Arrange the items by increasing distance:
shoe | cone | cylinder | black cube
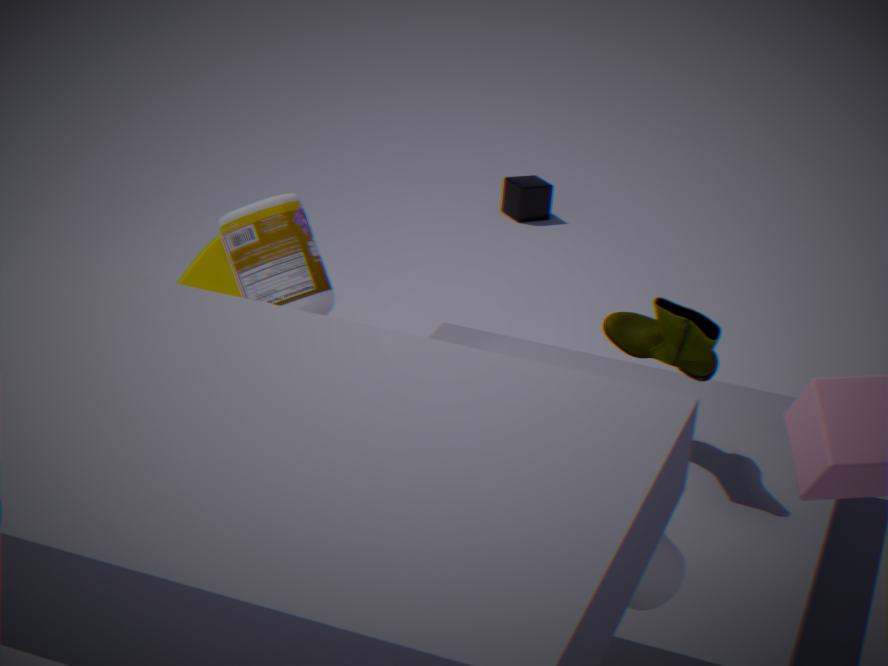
cylinder → shoe → cone → black cube
